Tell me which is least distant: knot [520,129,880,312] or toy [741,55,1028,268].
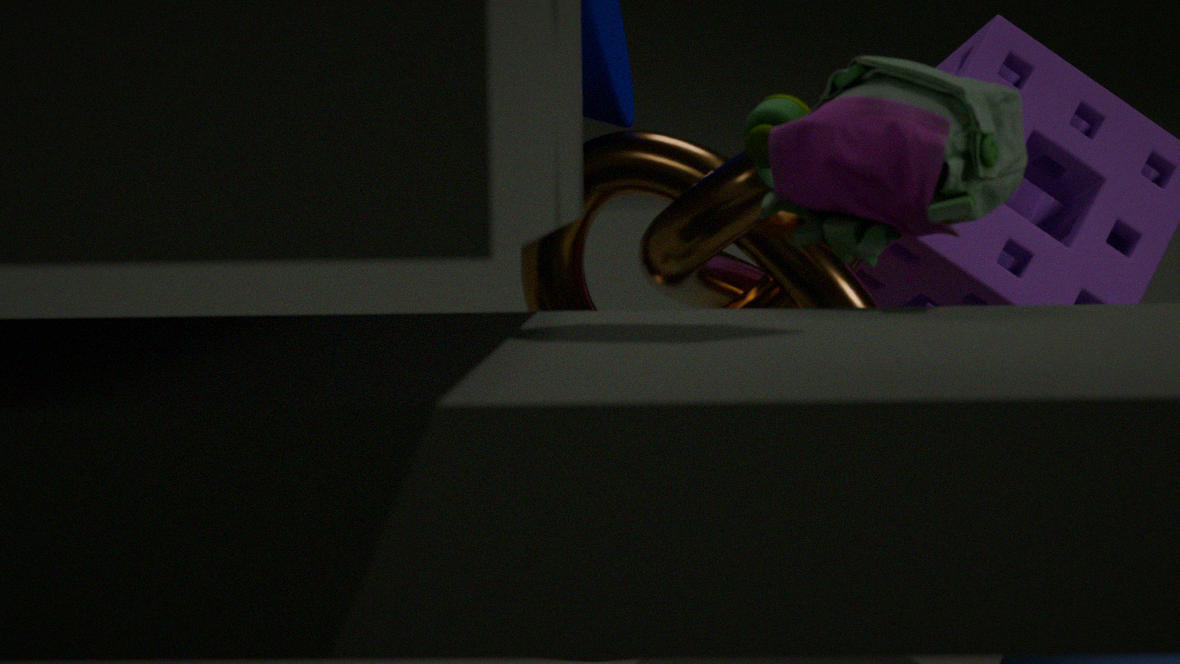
toy [741,55,1028,268]
